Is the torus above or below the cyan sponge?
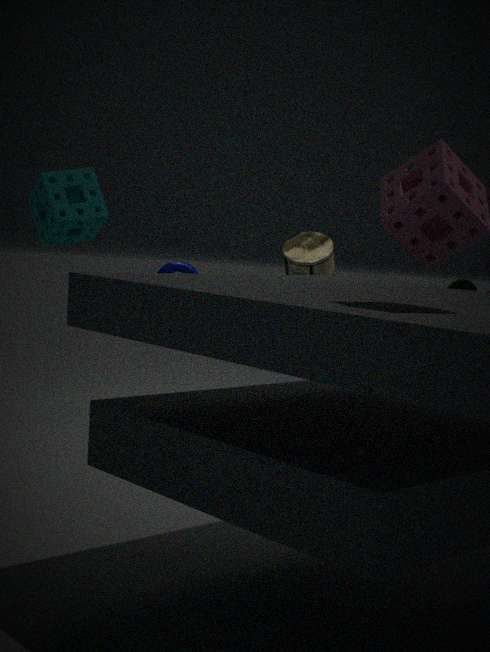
below
